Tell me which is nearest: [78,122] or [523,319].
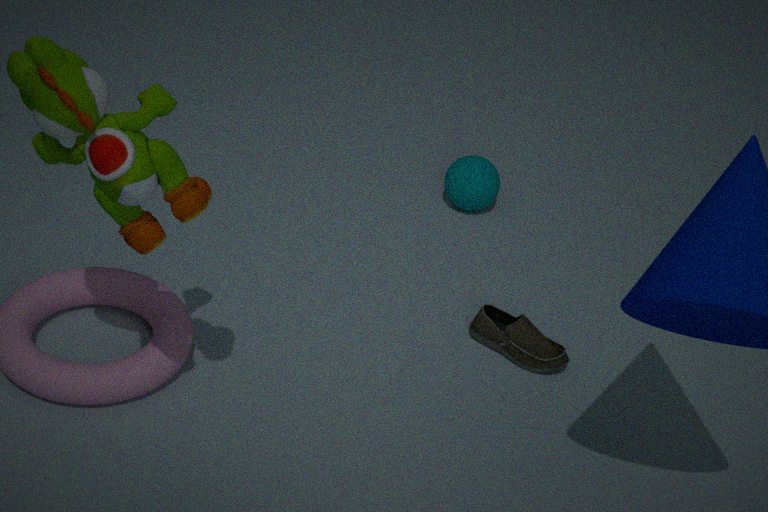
[78,122]
